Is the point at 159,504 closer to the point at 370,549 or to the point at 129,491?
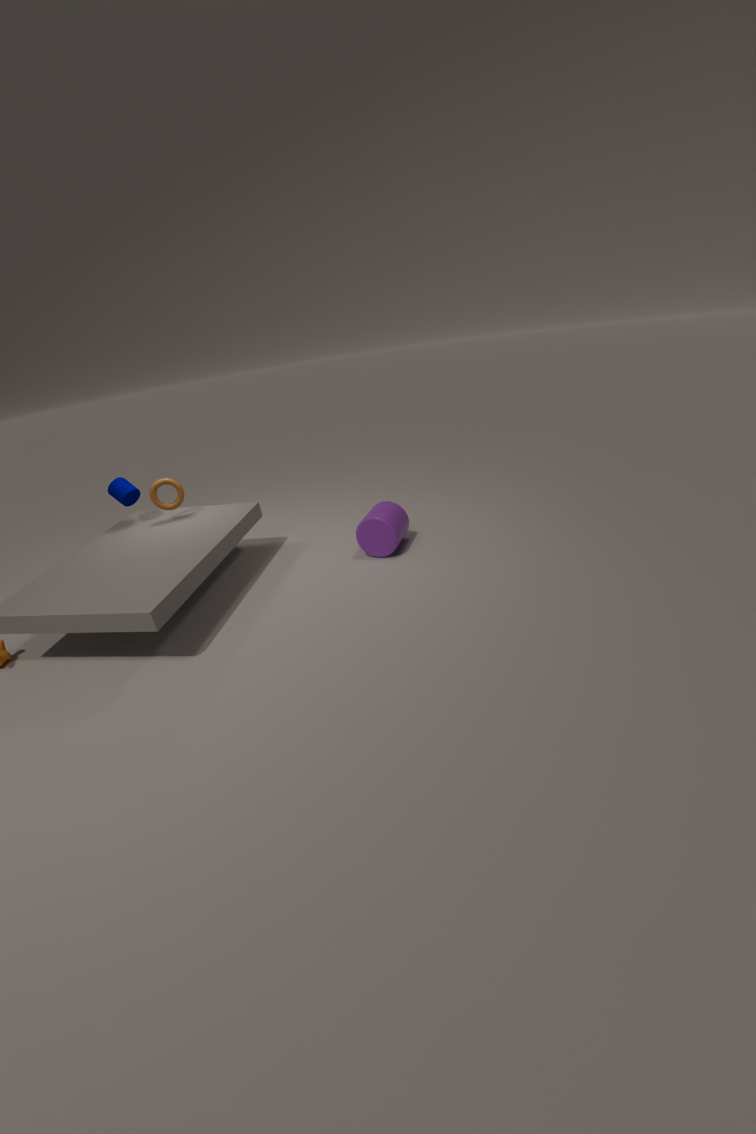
the point at 129,491
